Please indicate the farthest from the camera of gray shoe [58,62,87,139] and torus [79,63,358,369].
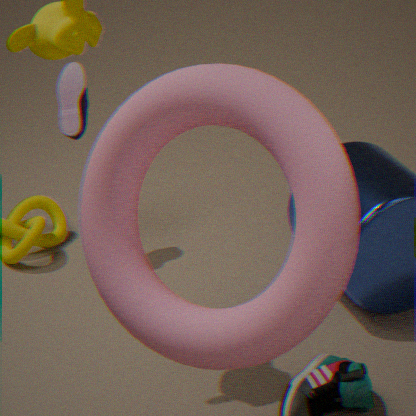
gray shoe [58,62,87,139]
